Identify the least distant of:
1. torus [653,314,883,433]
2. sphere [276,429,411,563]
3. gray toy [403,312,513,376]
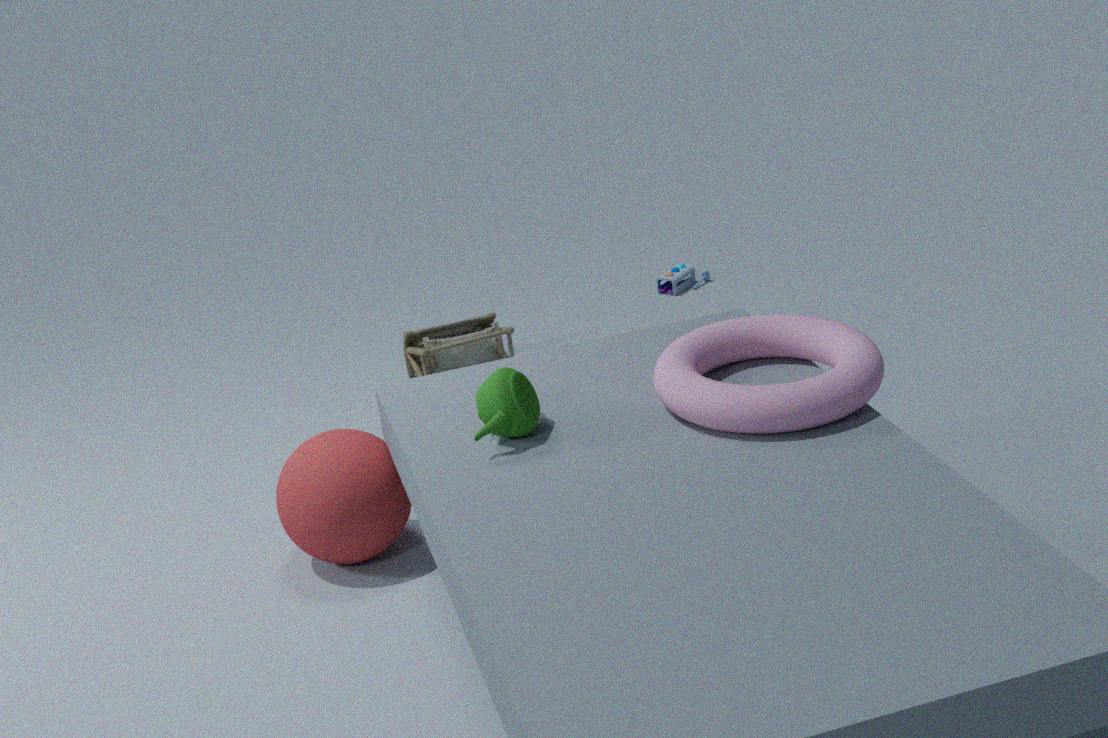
torus [653,314,883,433]
